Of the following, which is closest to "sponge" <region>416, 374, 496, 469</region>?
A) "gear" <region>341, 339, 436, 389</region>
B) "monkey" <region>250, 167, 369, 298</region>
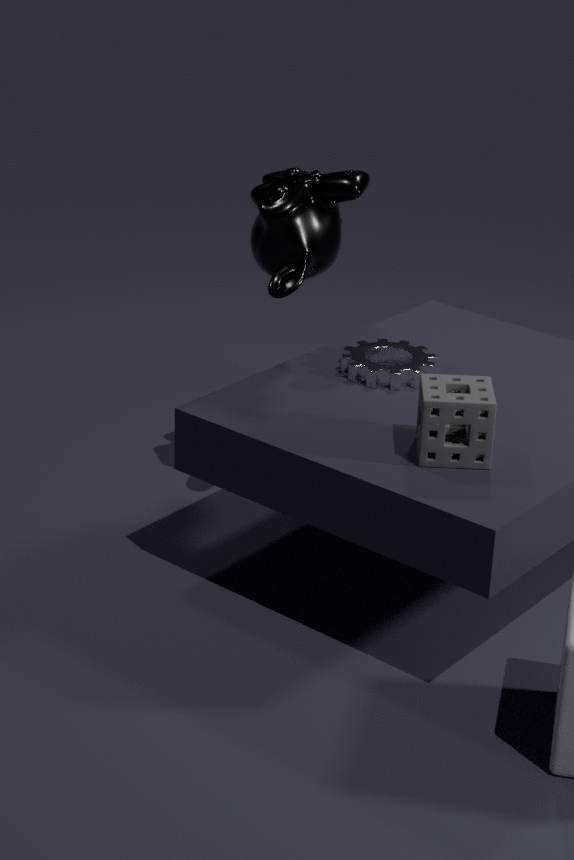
"gear" <region>341, 339, 436, 389</region>
